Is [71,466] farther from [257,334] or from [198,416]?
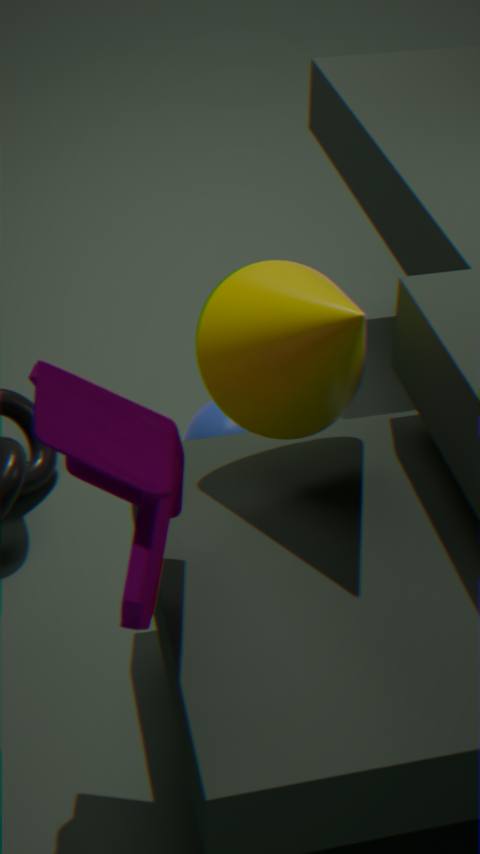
[198,416]
